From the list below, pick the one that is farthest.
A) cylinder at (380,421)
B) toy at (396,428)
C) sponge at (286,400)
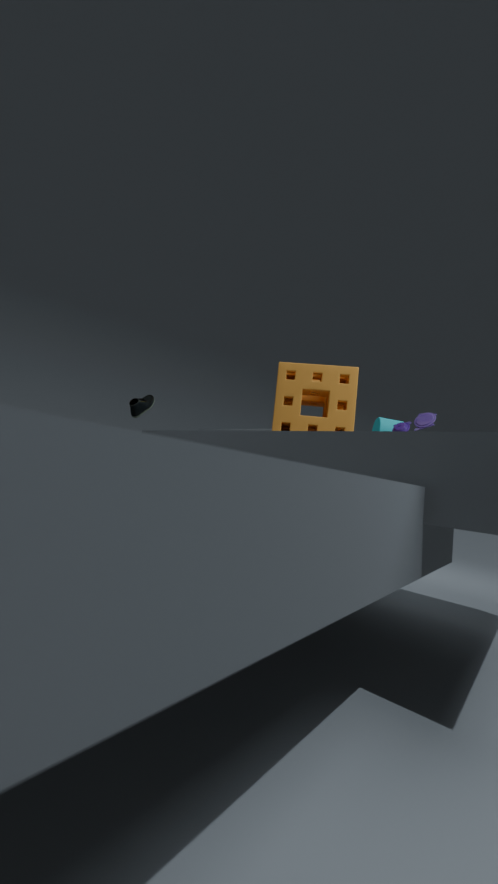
cylinder at (380,421)
